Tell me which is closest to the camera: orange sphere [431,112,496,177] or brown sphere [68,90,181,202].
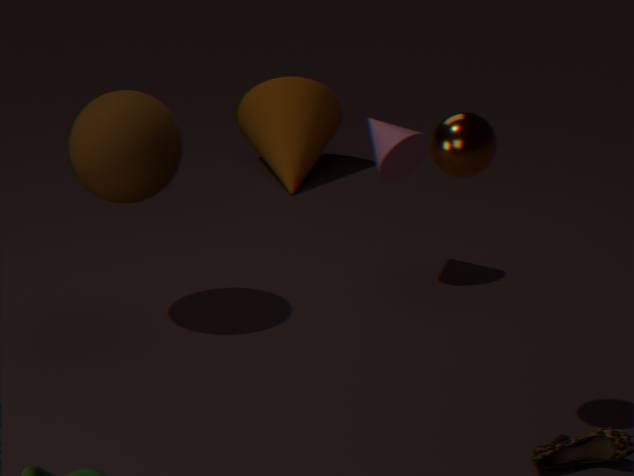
orange sphere [431,112,496,177]
